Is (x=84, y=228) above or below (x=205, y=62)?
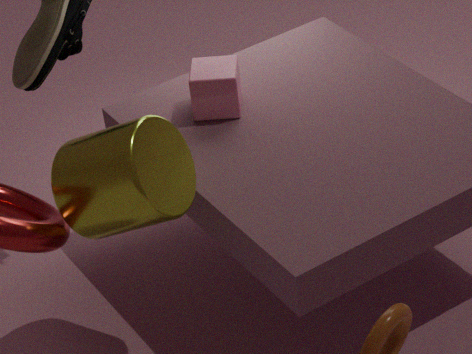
above
